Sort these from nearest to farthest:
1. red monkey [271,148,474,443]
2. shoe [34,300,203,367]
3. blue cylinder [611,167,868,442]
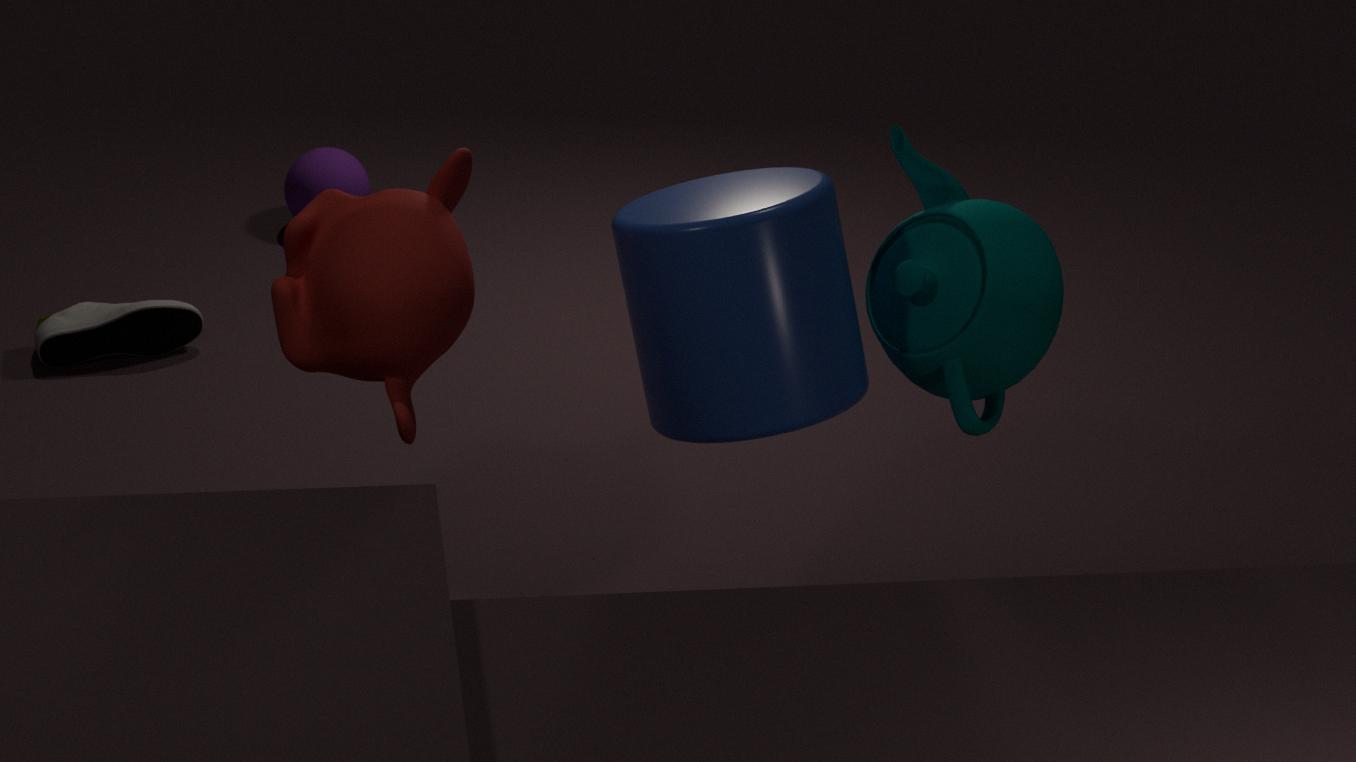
blue cylinder [611,167,868,442] → red monkey [271,148,474,443] → shoe [34,300,203,367]
